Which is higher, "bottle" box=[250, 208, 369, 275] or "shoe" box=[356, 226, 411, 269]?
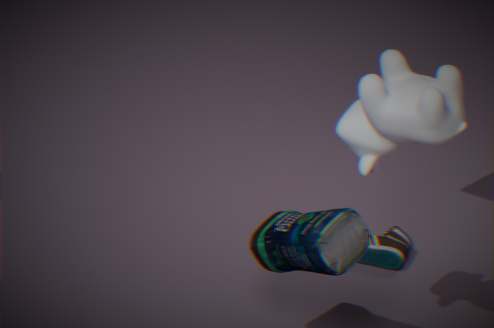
"bottle" box=[250, 208, 369, 275]
